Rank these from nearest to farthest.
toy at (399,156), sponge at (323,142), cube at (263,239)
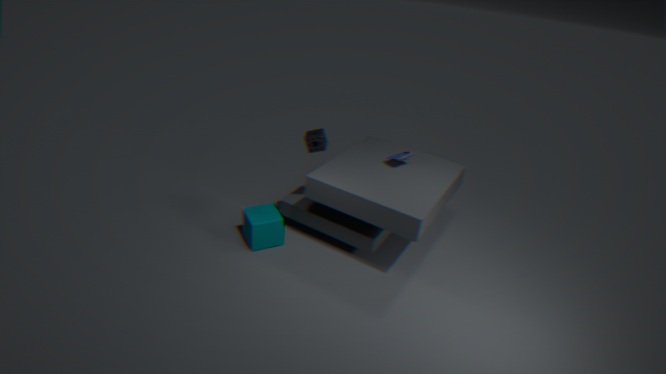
sponge at (323,142) → cube at (263,239) → toy at (399,156)
